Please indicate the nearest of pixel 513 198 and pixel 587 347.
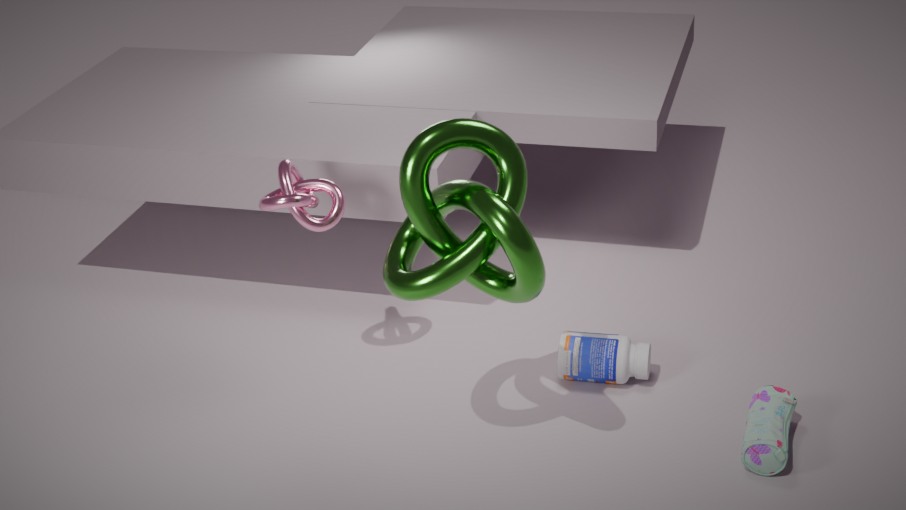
pixel 513 198
